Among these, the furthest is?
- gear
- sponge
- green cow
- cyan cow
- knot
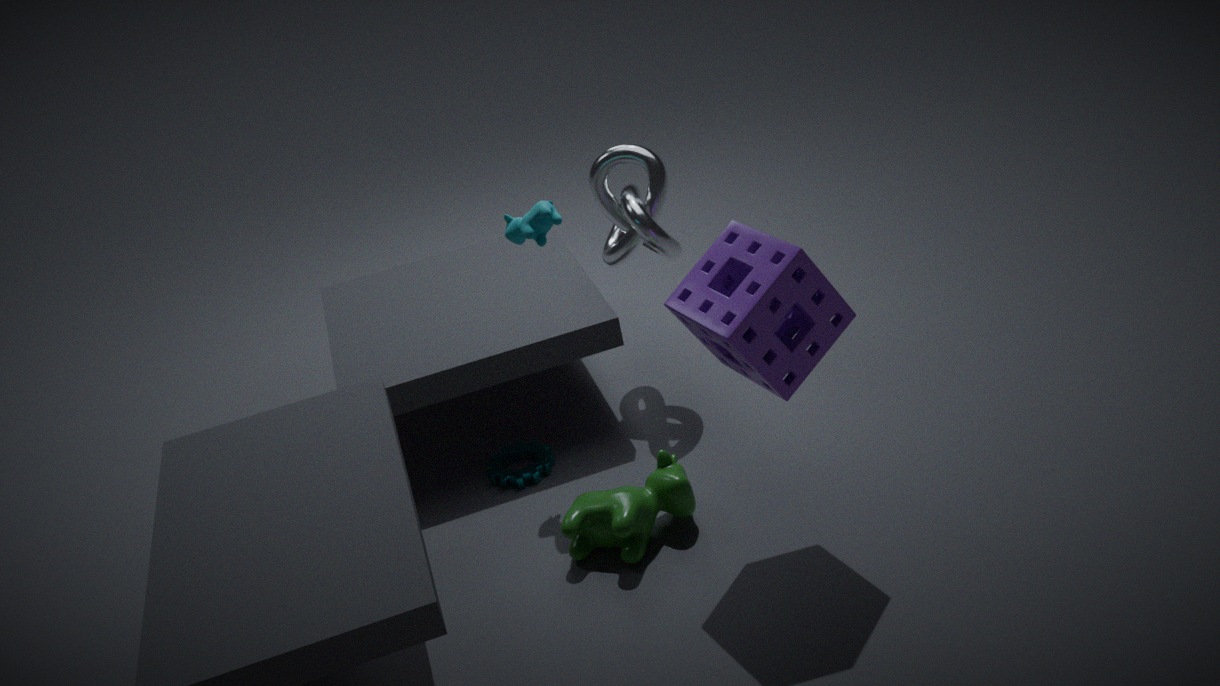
knot
